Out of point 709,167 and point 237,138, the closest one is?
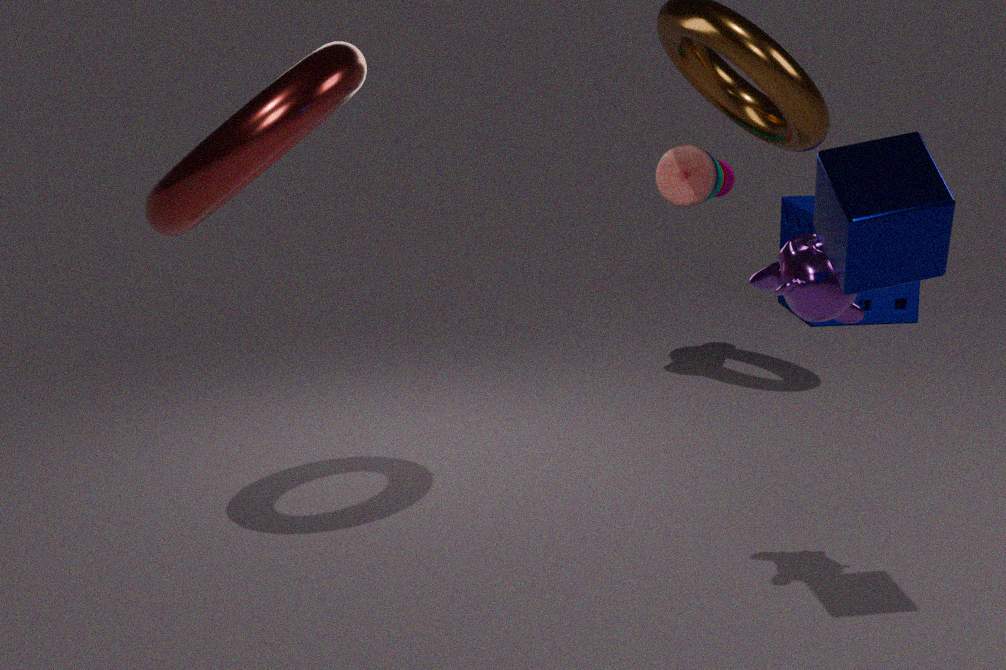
point 237,138
